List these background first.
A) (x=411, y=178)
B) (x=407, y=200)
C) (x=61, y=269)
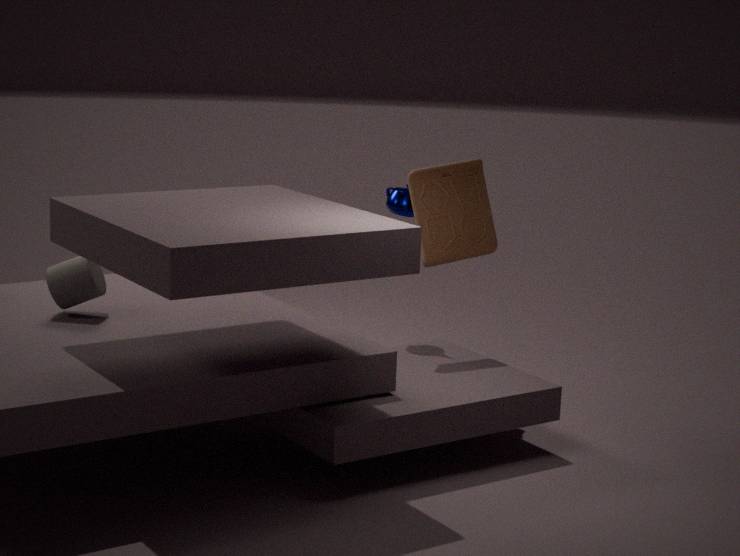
(x=407, y=200)
(x=411, y=178)
(x=61, y=269)
